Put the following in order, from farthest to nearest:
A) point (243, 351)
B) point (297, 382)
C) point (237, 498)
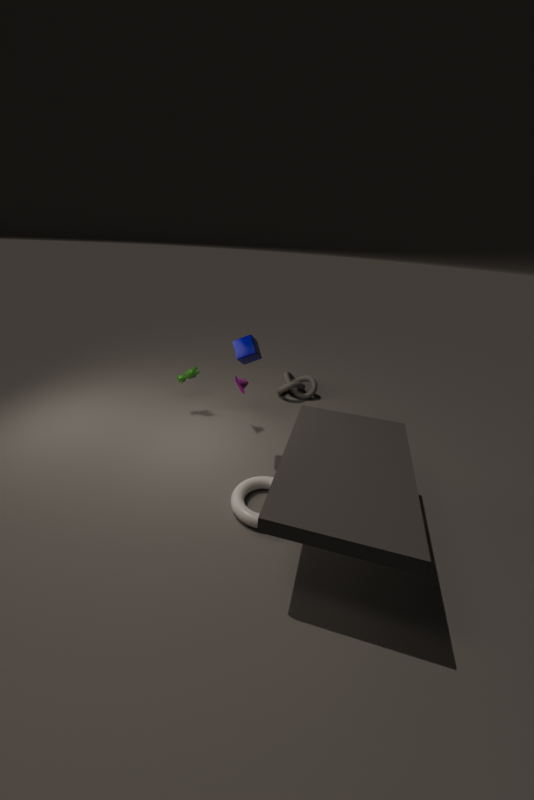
point (297, 382)
point (243, 351)
point (237, 498)
